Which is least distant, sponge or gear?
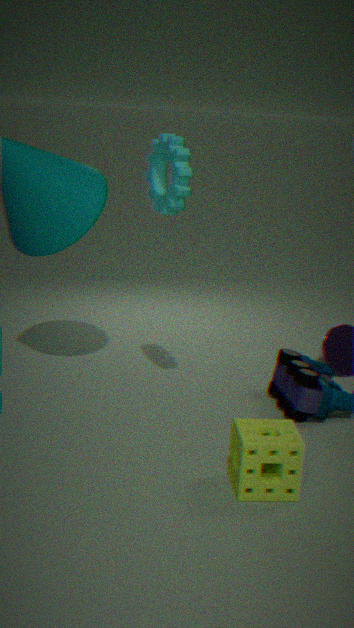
sponge
